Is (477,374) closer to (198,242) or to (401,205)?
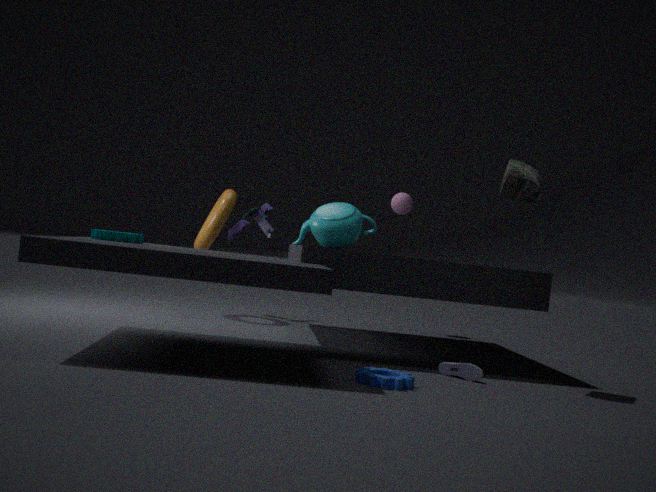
(401,205)
